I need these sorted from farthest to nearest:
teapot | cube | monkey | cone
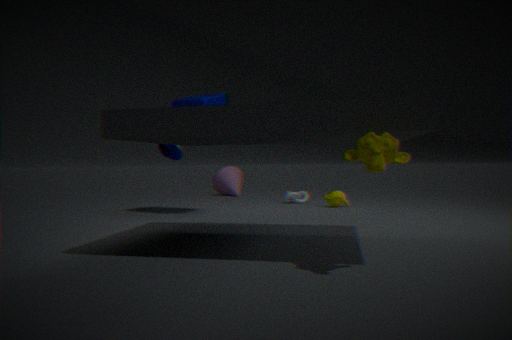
cone → teapot → cube → monkey
